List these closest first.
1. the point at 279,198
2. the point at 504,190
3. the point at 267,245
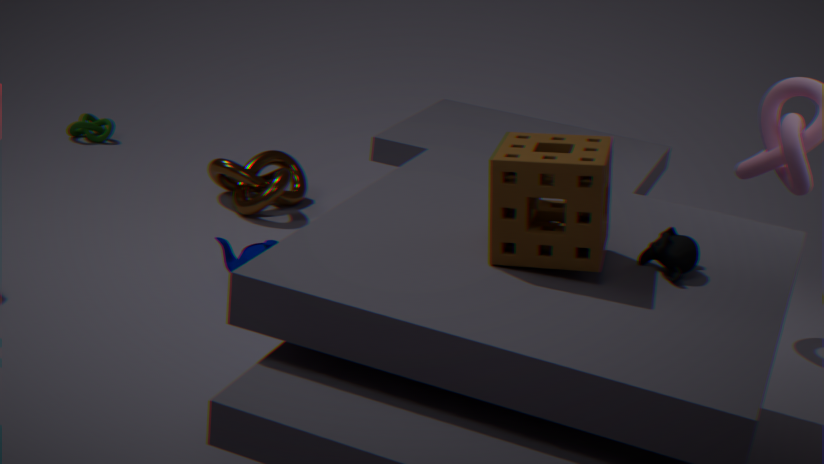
the point at 504,190 < the point at 267,245 < the point at 279,198
